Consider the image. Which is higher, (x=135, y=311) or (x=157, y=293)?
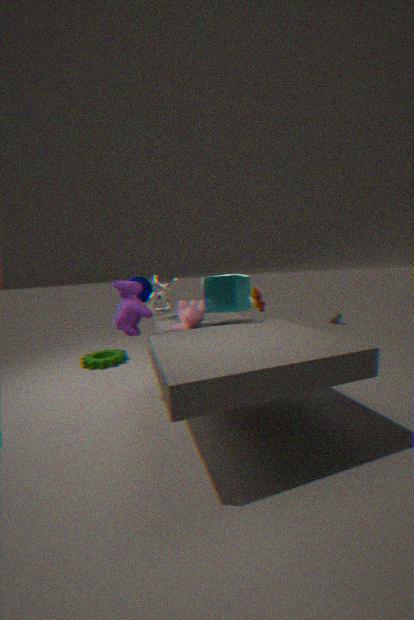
(x=157, y=293)
